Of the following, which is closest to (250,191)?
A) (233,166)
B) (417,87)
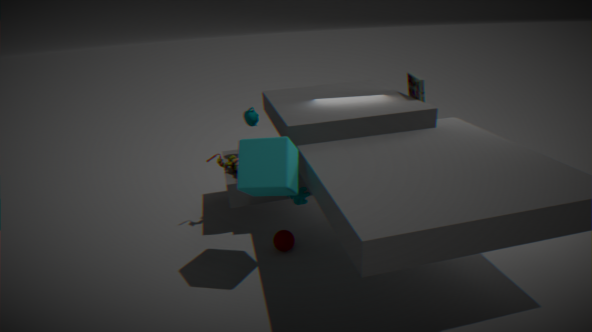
(233,166)
